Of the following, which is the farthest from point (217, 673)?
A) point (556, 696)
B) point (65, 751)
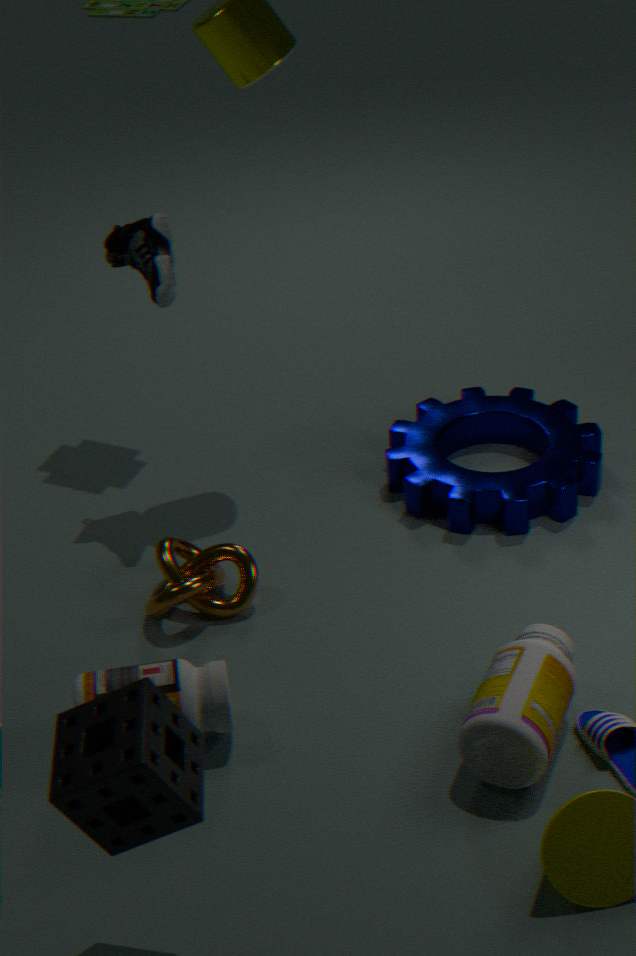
point (556, 696)
